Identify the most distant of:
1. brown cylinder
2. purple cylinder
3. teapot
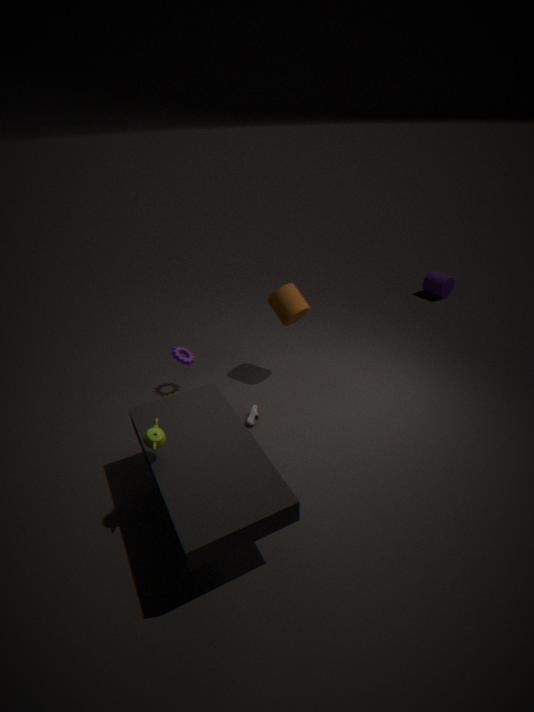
purple cylinder
